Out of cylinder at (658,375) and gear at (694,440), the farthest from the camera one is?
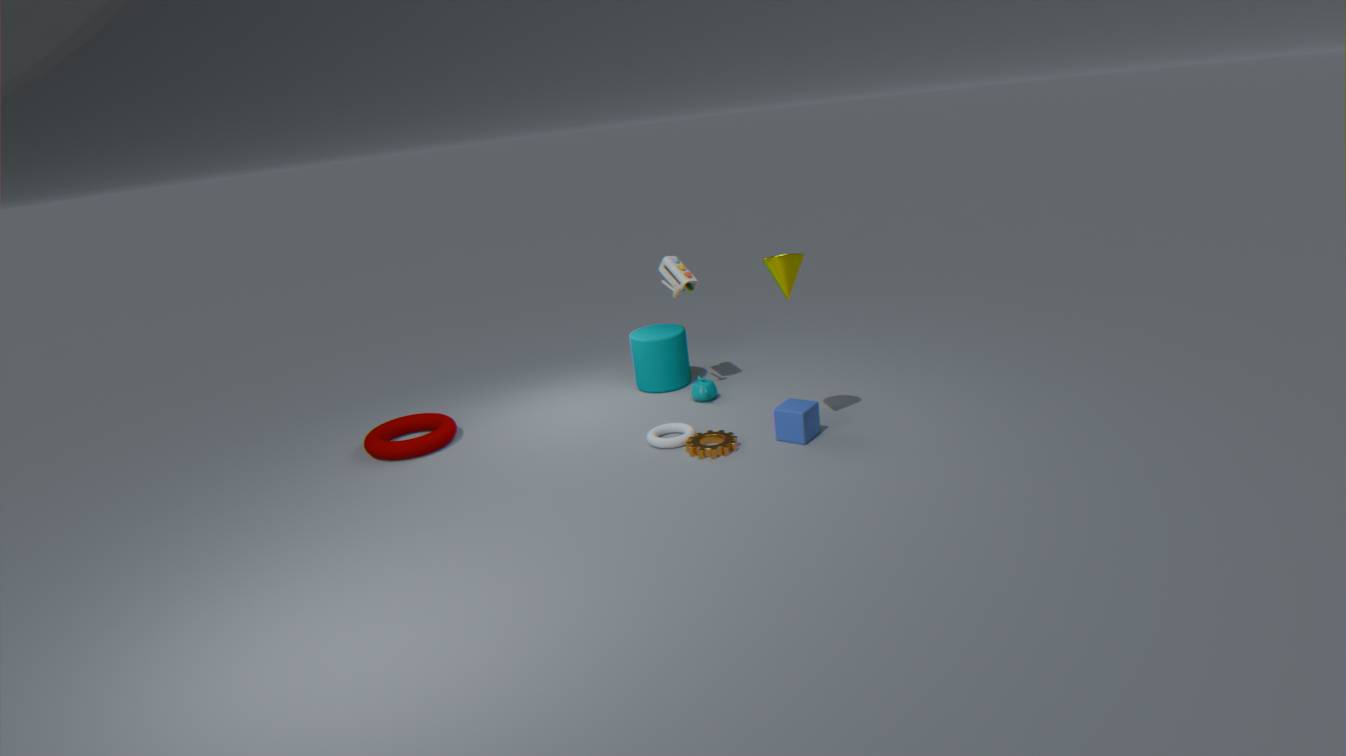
cylinder at (658,375)
